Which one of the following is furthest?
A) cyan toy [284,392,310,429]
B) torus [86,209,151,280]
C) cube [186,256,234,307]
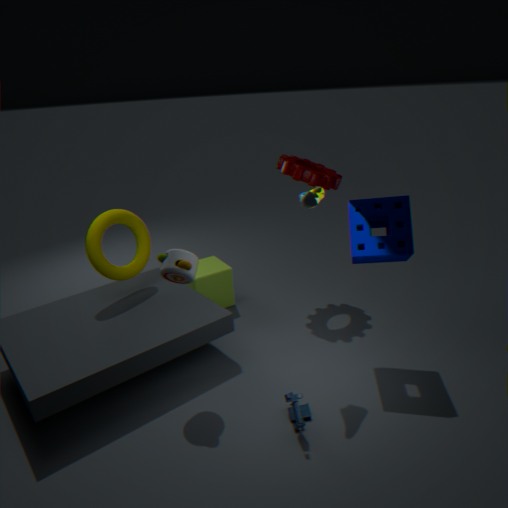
cube [186,256,234,307]
